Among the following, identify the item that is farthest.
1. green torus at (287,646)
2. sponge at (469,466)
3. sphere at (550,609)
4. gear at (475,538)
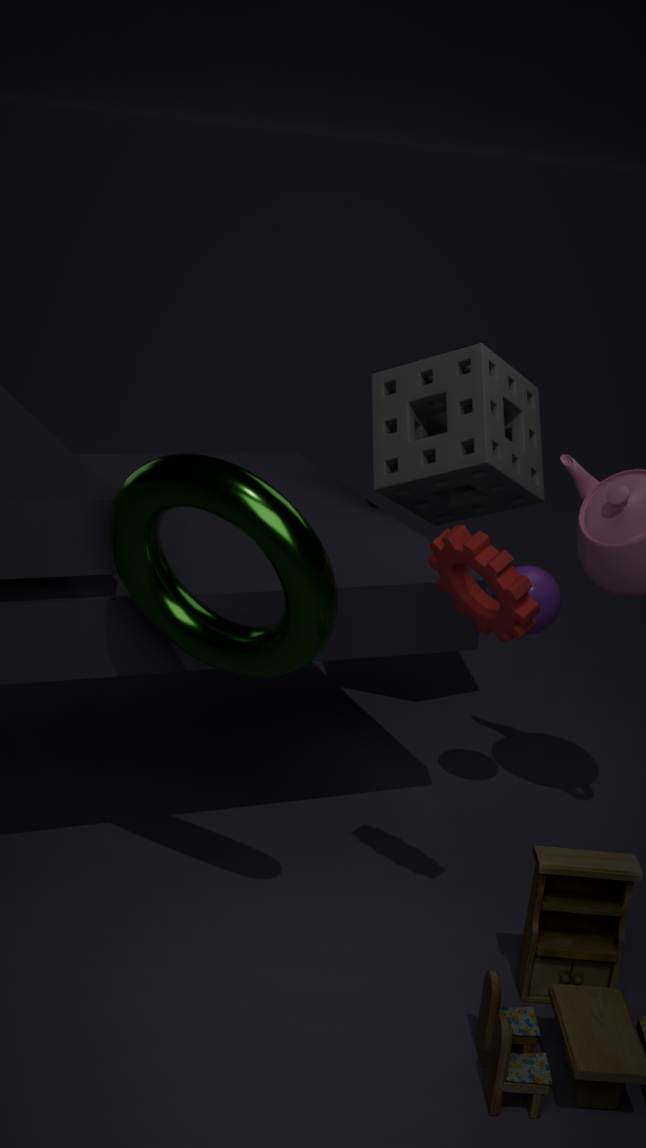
sponge at (469,466)
